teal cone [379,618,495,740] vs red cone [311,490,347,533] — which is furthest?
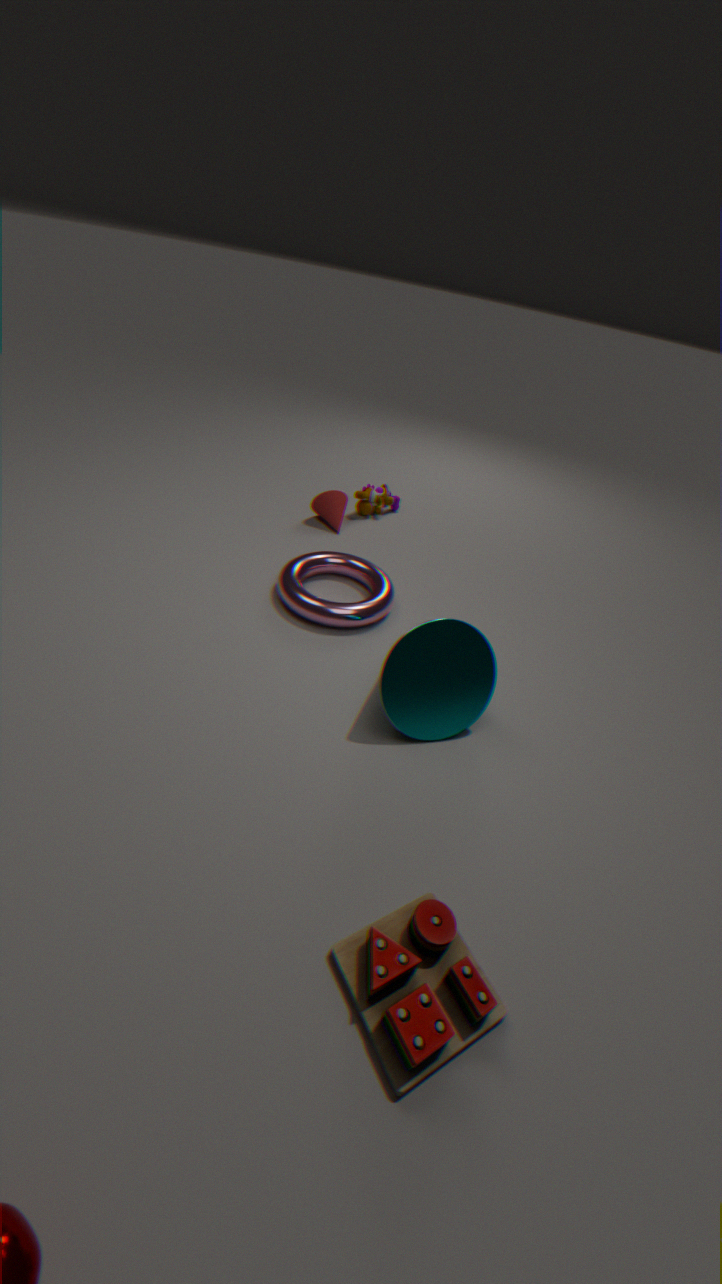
red cone [311,490,347,533]
